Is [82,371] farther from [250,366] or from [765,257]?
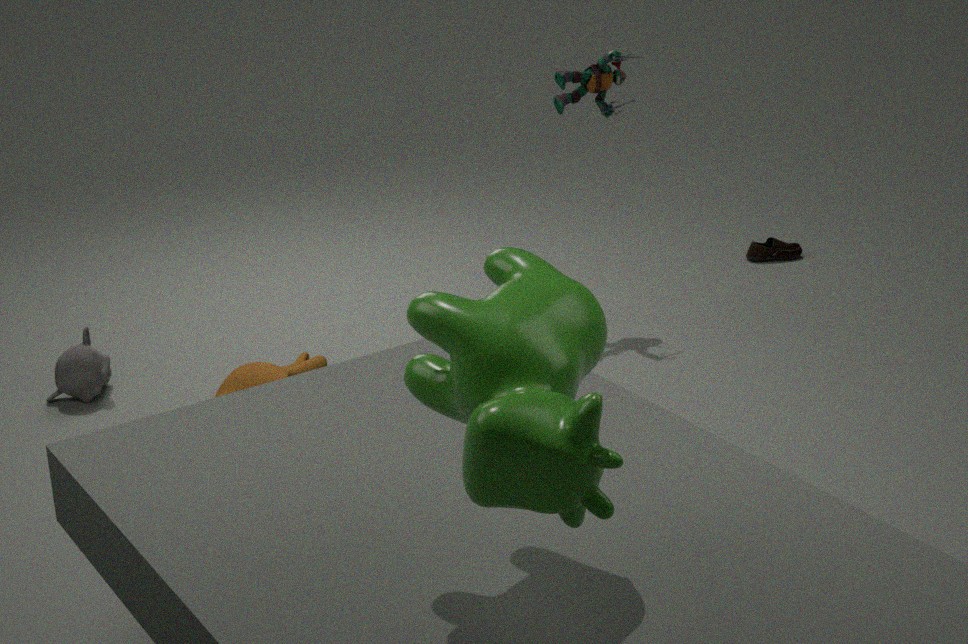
[765,257]
